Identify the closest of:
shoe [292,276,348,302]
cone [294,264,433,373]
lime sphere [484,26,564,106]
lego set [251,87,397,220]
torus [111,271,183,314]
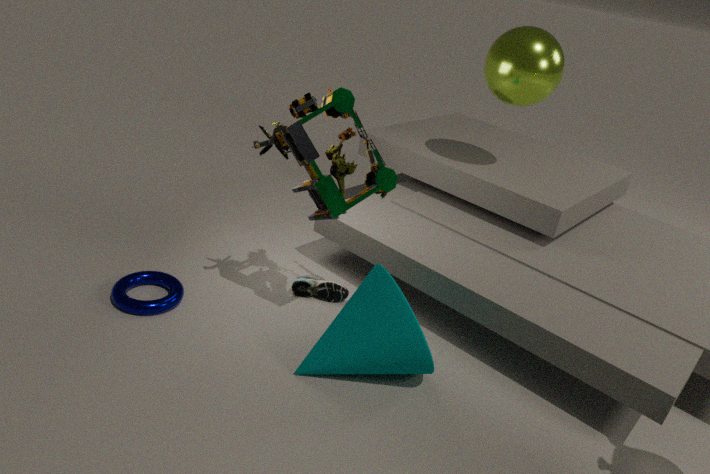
cone [294,264,433,373]
